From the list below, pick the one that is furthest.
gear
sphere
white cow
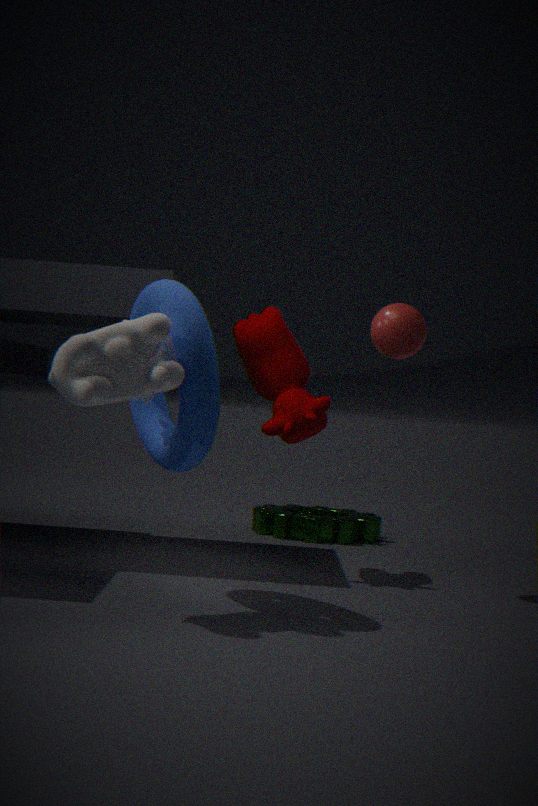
gear
